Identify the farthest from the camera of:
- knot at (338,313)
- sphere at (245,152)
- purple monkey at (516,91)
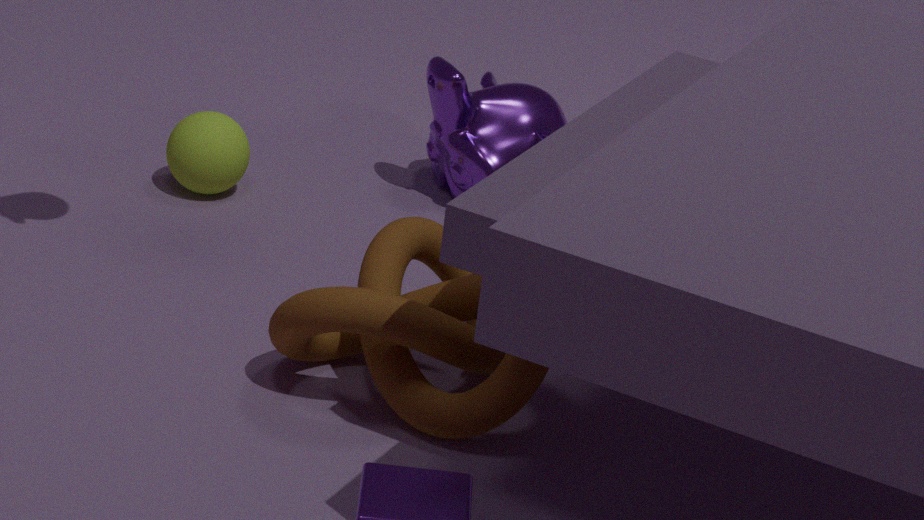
purple monkey at (516,91)
